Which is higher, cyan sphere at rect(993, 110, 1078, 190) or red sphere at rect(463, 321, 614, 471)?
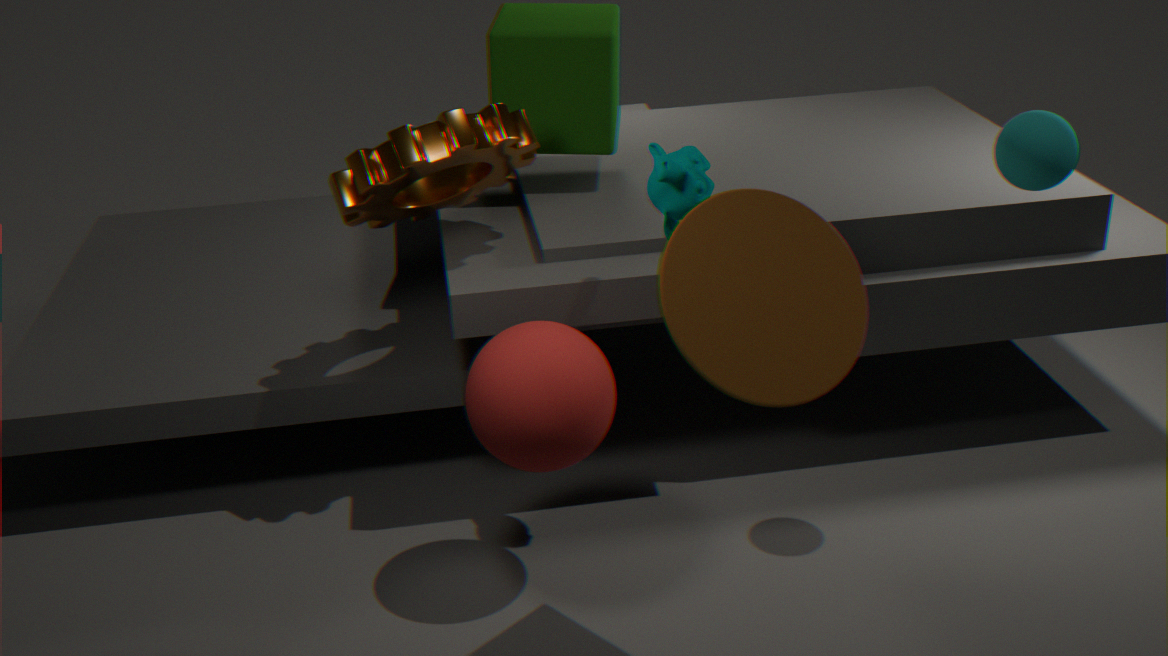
cyan sphere at rect(993, 110, 1078, 190)
